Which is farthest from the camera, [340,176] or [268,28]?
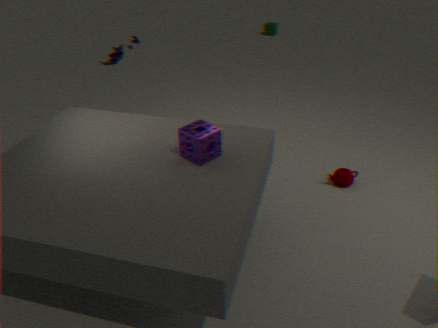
[268,28]
